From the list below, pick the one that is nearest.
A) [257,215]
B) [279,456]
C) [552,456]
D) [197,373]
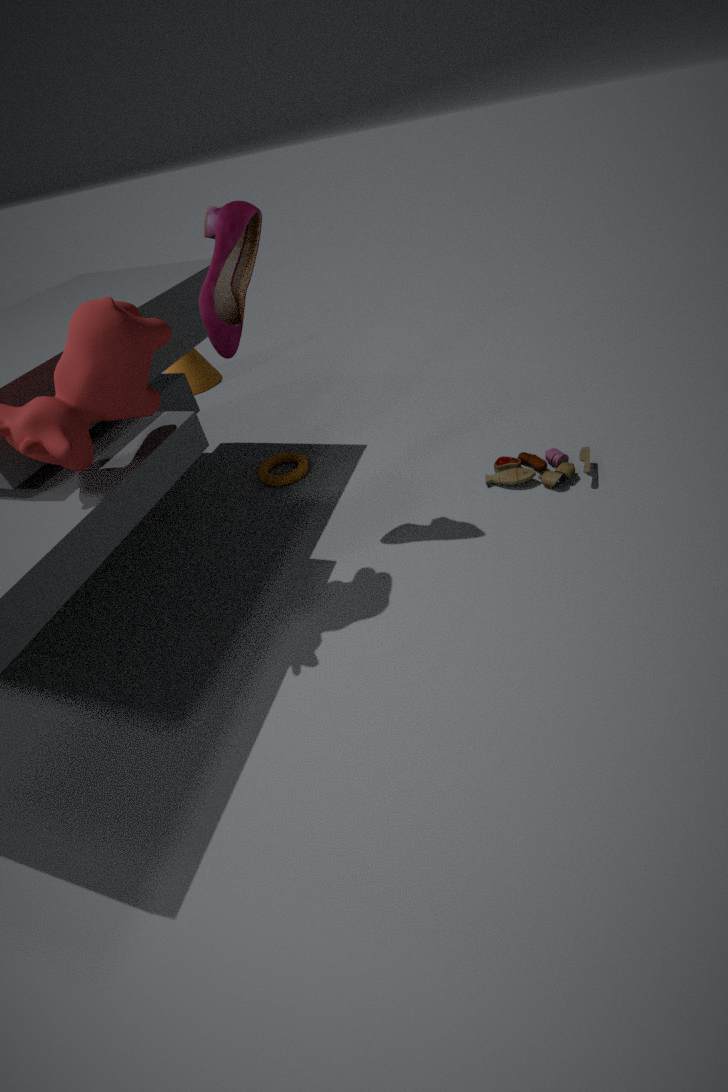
[257,215]
